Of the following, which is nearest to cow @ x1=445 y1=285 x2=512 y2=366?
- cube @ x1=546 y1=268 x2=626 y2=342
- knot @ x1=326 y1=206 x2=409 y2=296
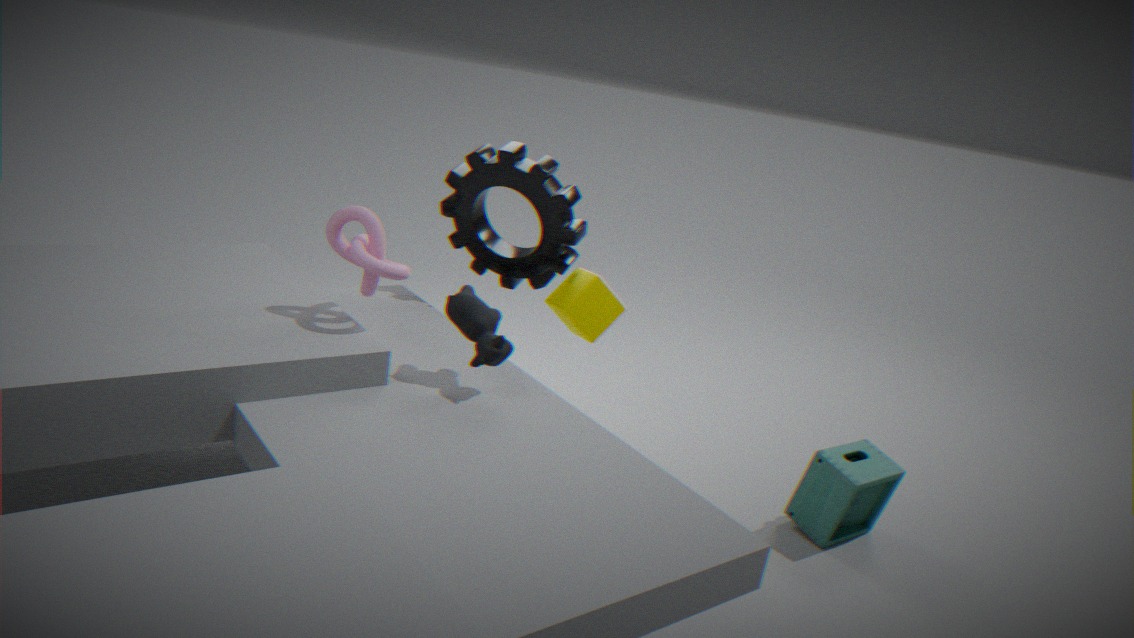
knot @ x1=326 y1=206 x2=409 y2=296
